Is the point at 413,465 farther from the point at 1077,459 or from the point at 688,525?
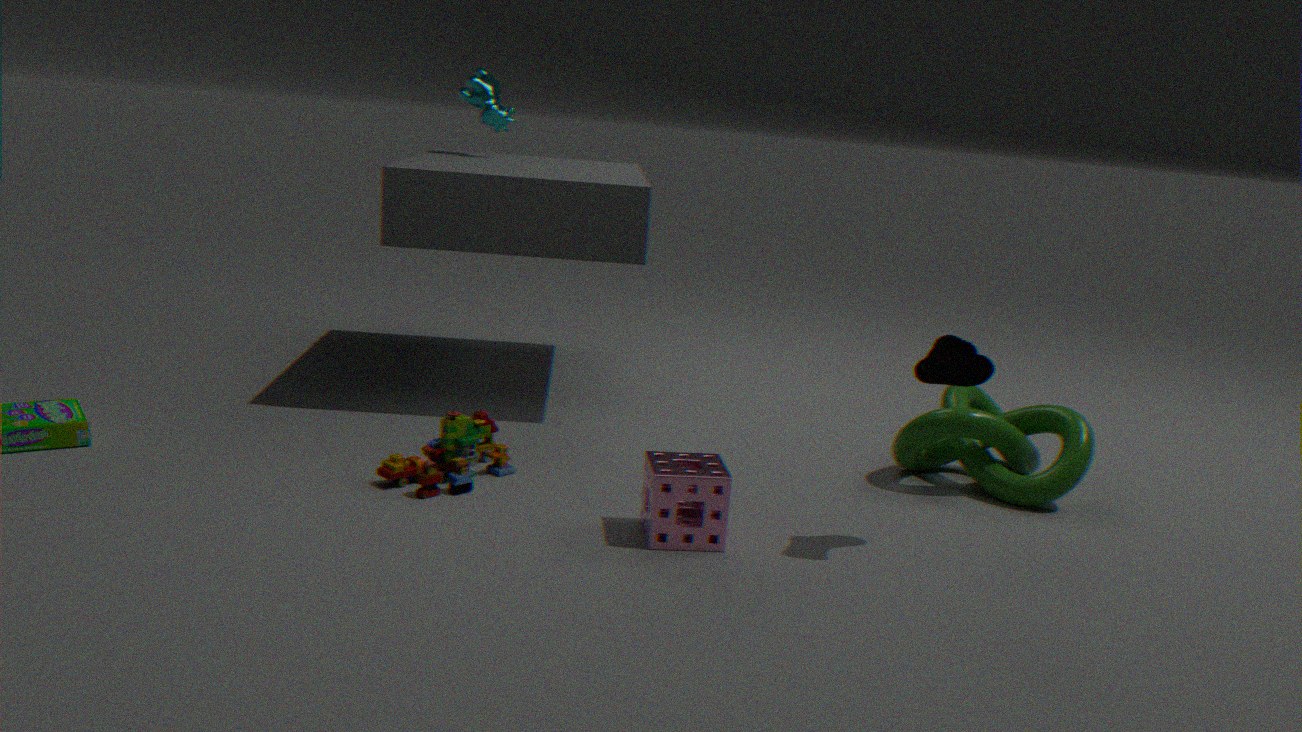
the point at 1077,459
